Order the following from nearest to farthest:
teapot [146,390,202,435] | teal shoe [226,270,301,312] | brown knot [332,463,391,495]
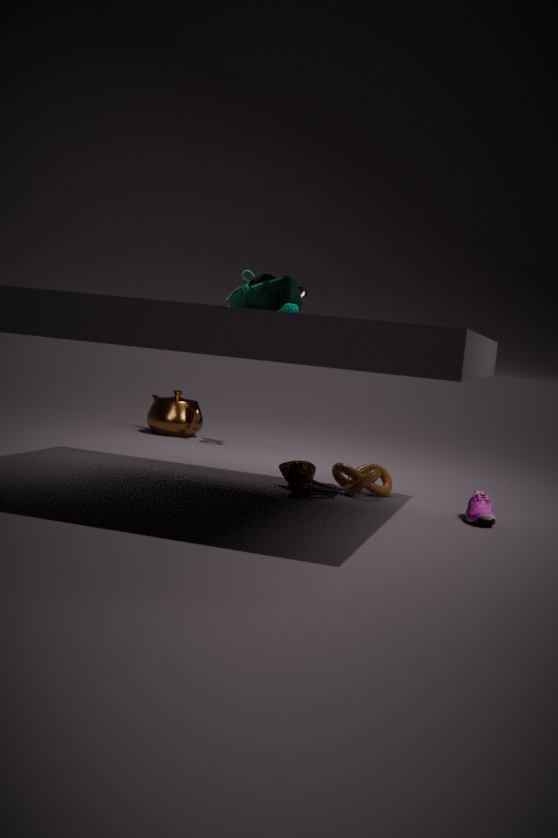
teal shoe [226,270,301,312] → brown knot [332,463,391,495] → teapot [146,390,202,435]
